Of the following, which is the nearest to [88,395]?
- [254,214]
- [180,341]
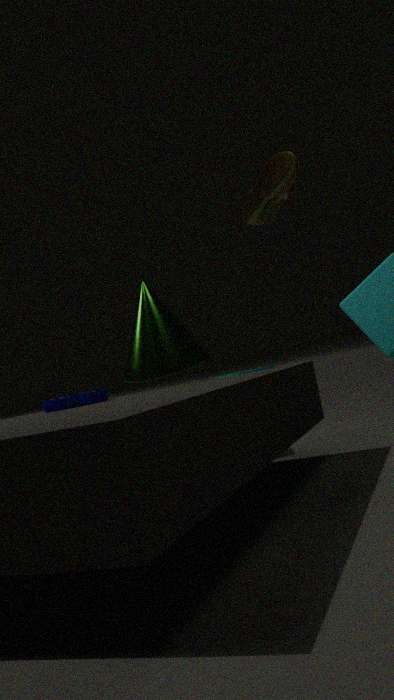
[180,341]
